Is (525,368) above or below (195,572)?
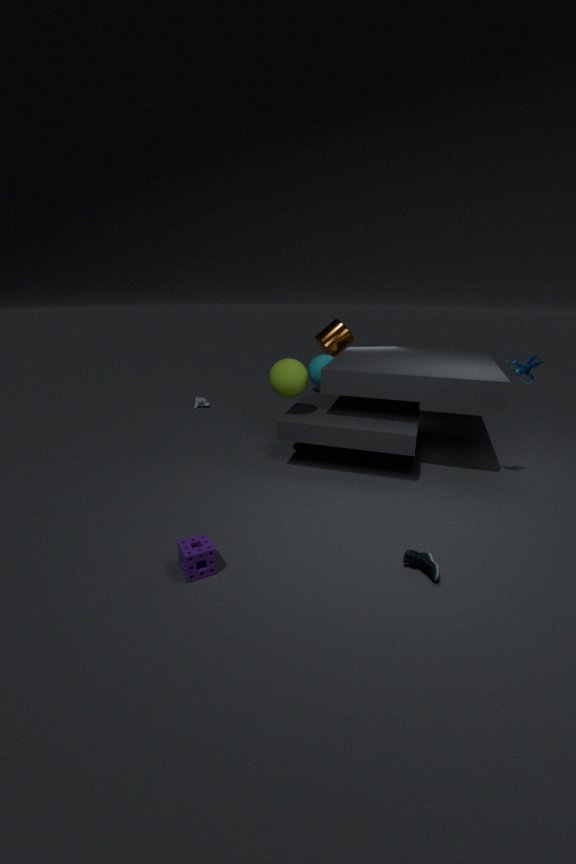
above
